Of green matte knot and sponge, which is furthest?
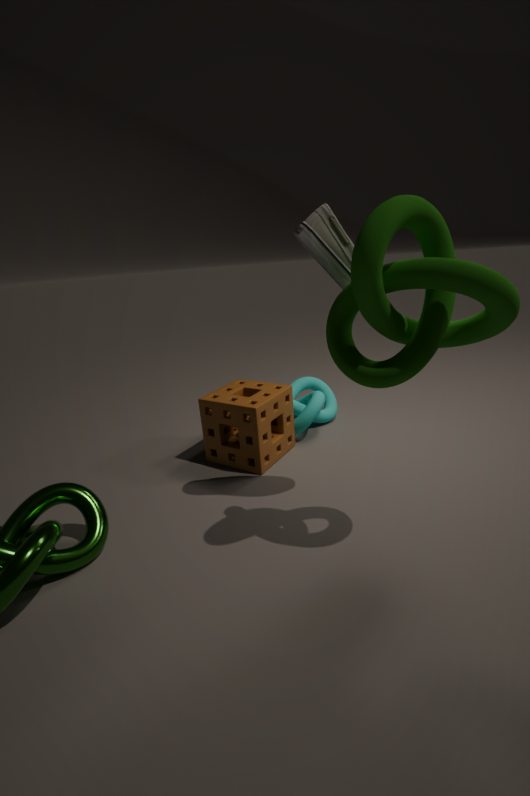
sponge
